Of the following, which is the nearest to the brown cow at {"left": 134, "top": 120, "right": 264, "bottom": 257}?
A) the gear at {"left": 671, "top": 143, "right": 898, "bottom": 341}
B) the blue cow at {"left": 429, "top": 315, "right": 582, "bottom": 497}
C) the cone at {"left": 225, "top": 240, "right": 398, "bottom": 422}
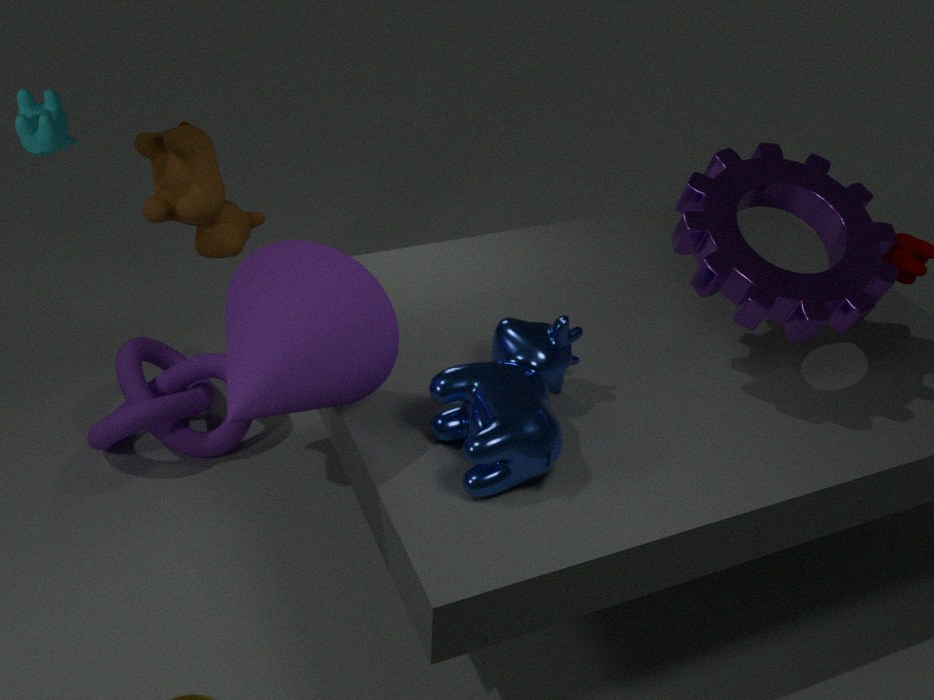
the cone at {"left": 225, "top": 240, "right": 398, "bottom": 422}
